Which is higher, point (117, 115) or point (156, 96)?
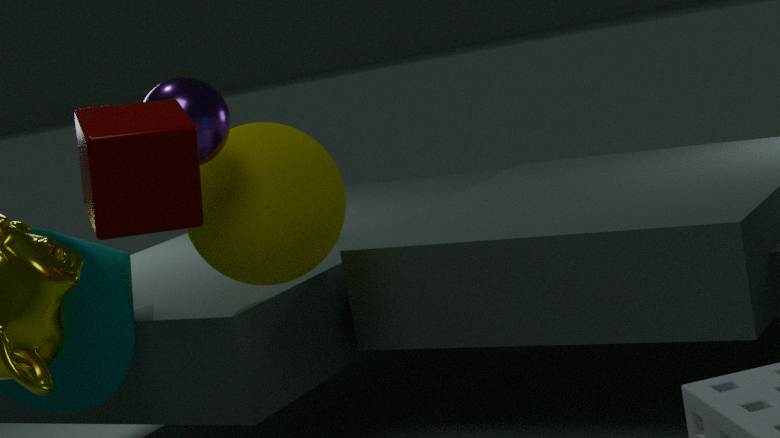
point (156, 96)
